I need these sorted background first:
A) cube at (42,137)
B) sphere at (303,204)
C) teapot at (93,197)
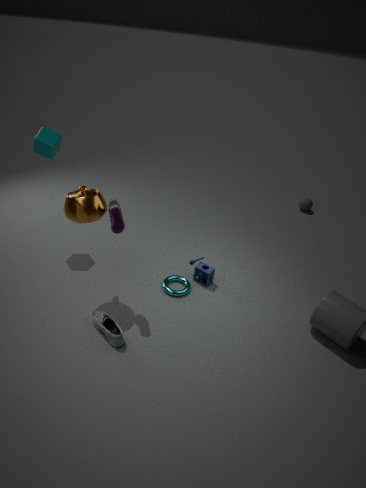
sphere at (303,204), cube at (42,137), teapot at (93,197)
